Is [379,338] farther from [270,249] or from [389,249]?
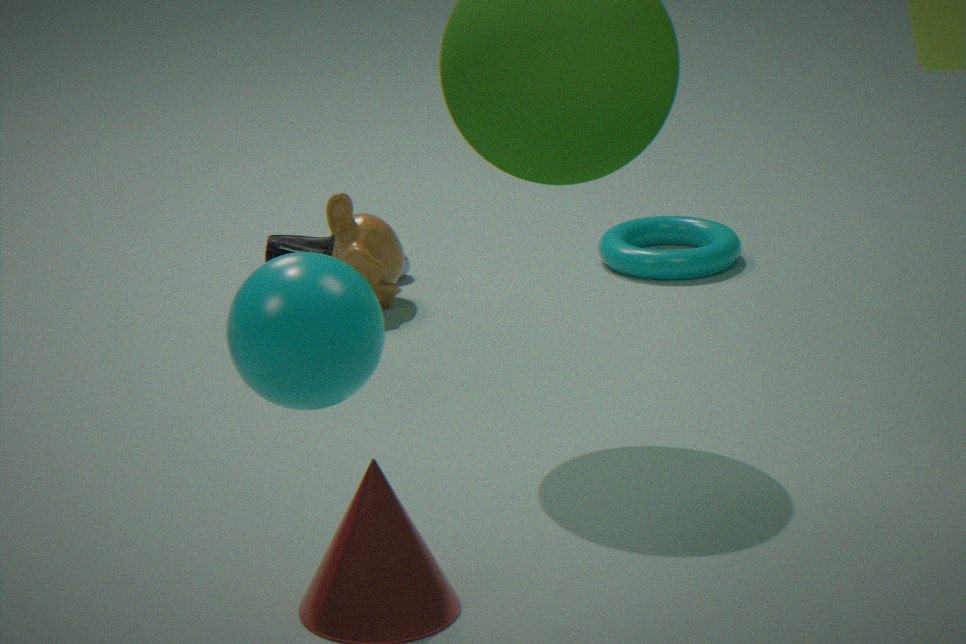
[270,249]
